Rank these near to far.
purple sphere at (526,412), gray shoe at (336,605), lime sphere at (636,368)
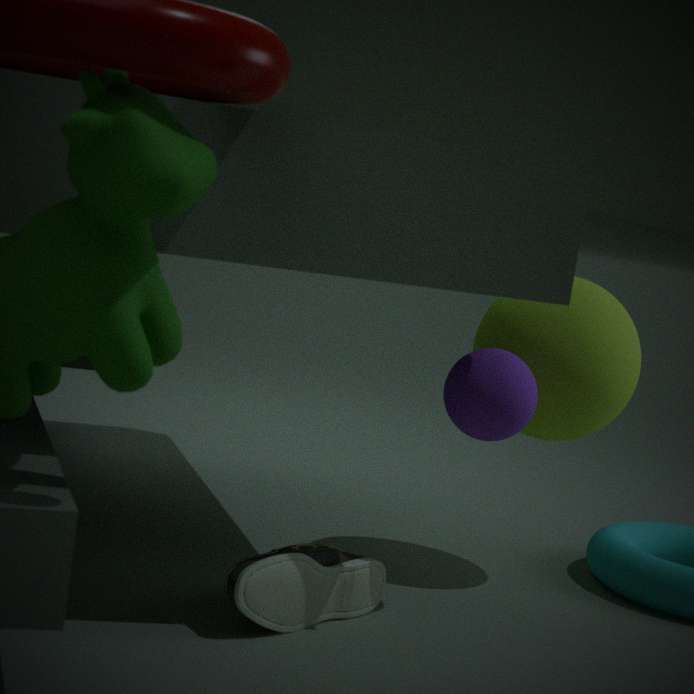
gray shoe at (336,605)
purple sphere at (526,412)
lime sphere at (636,368)
